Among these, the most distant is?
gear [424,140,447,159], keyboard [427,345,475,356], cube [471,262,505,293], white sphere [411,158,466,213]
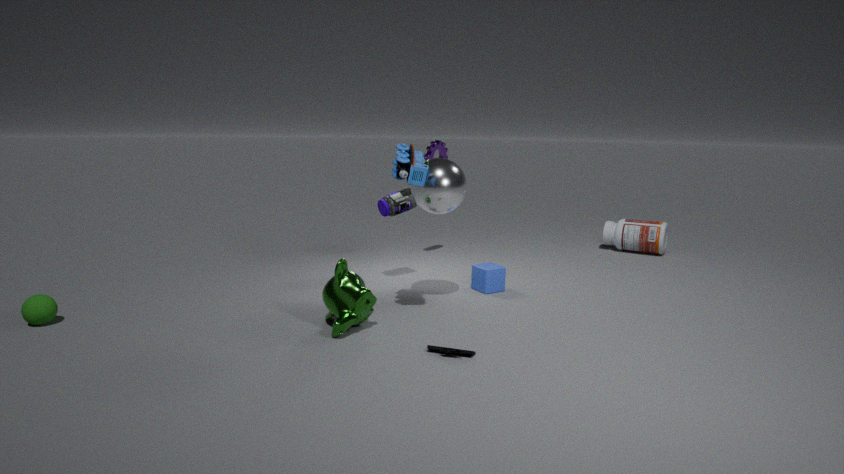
gear [424,140,447,159]
